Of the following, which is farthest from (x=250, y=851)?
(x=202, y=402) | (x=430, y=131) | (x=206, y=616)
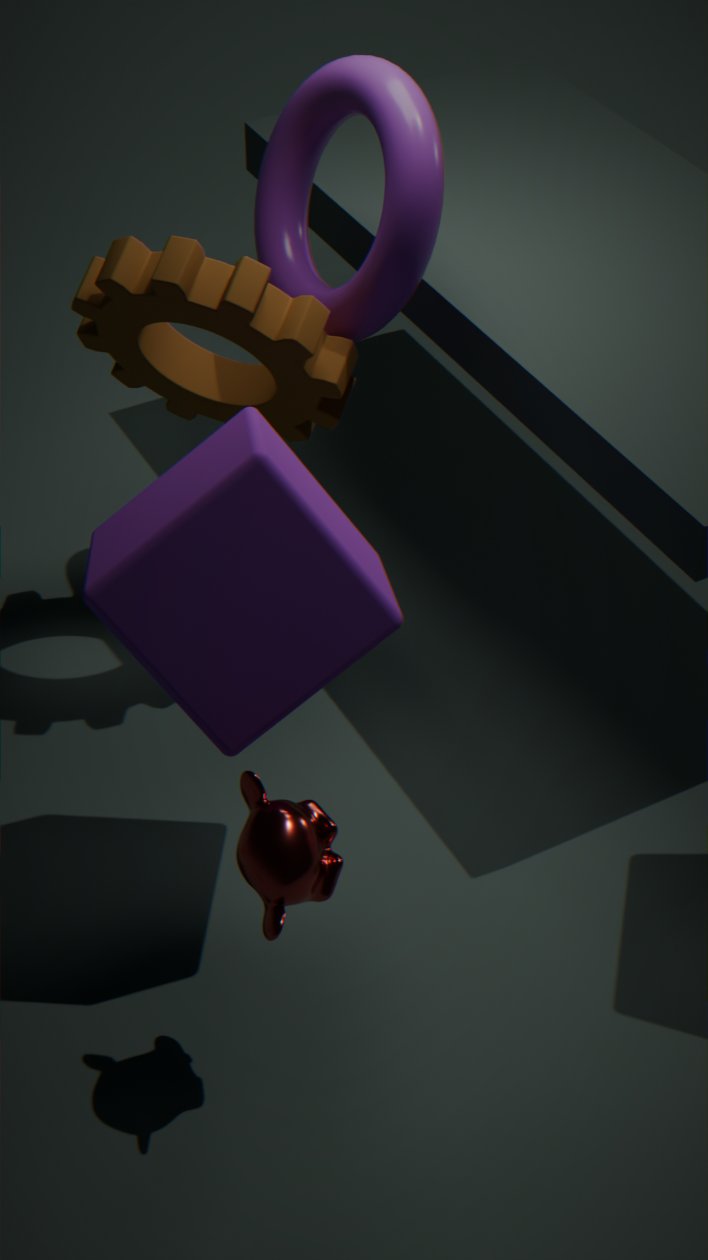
(x=430, y=131)
